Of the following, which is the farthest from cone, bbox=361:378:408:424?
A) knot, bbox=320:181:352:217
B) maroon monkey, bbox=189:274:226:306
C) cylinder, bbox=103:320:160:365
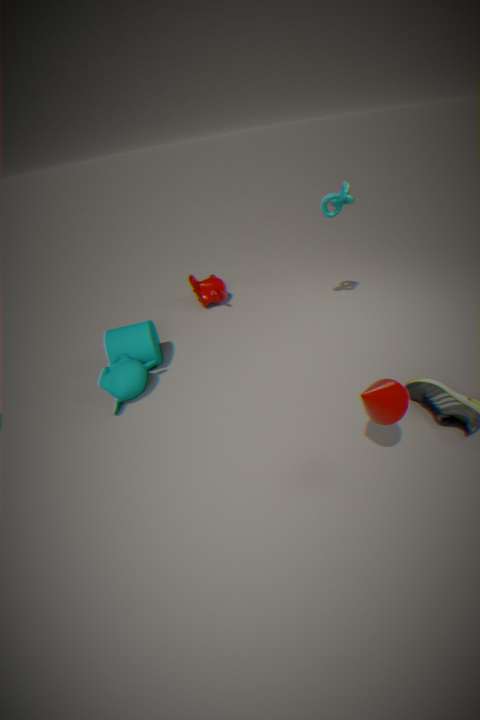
maroon monkey, bbox=189:274:226:306
